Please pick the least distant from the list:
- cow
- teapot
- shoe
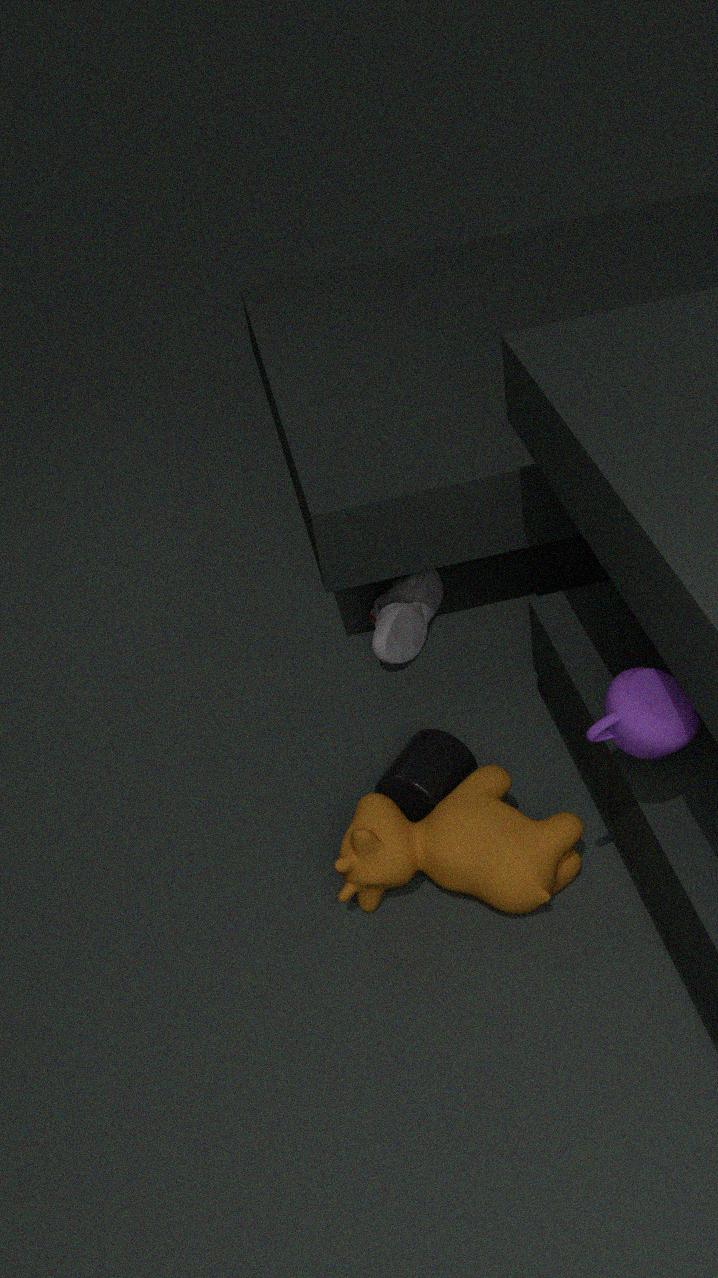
teapot
